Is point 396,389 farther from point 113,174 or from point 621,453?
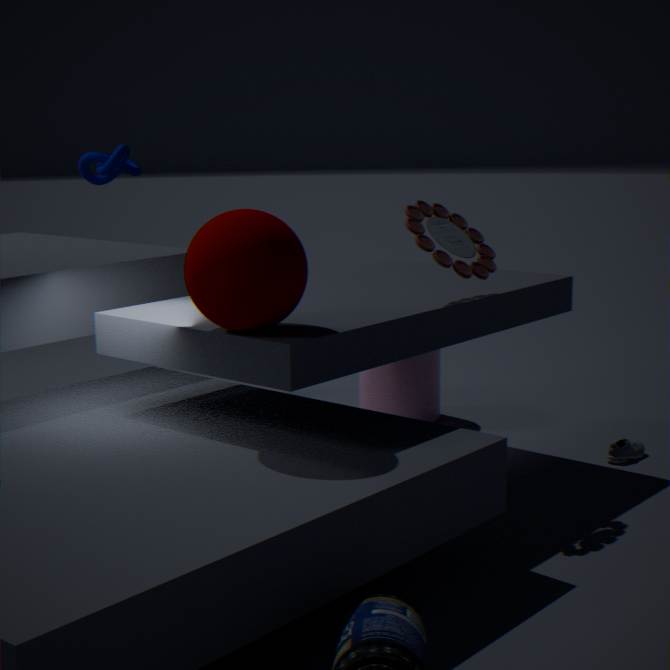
point 113,174
